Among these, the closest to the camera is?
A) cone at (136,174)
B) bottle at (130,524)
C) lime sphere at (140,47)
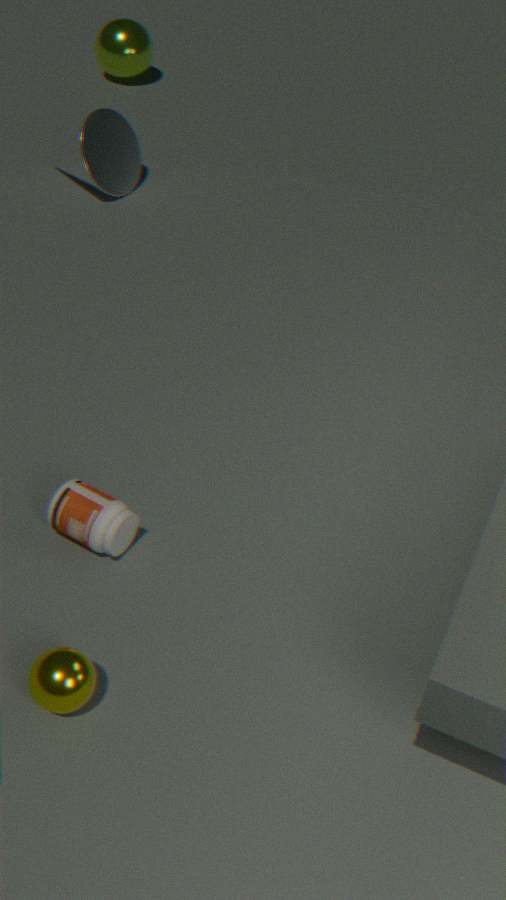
bottle at (130,524)
